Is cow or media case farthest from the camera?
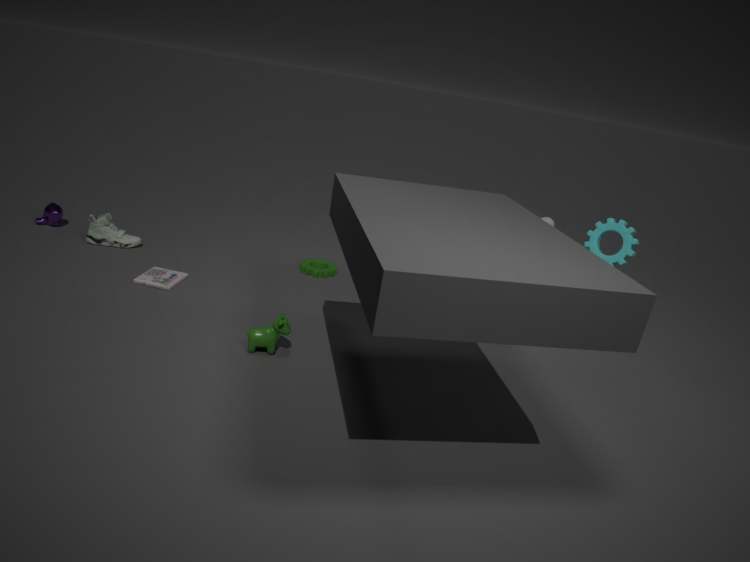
media case
